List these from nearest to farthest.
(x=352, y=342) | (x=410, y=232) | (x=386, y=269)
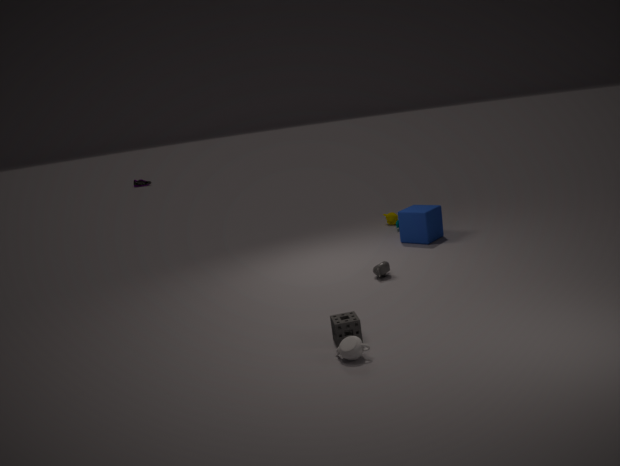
(x=352, y=342) → (x=386, y=269) → (x=410, y=232)
